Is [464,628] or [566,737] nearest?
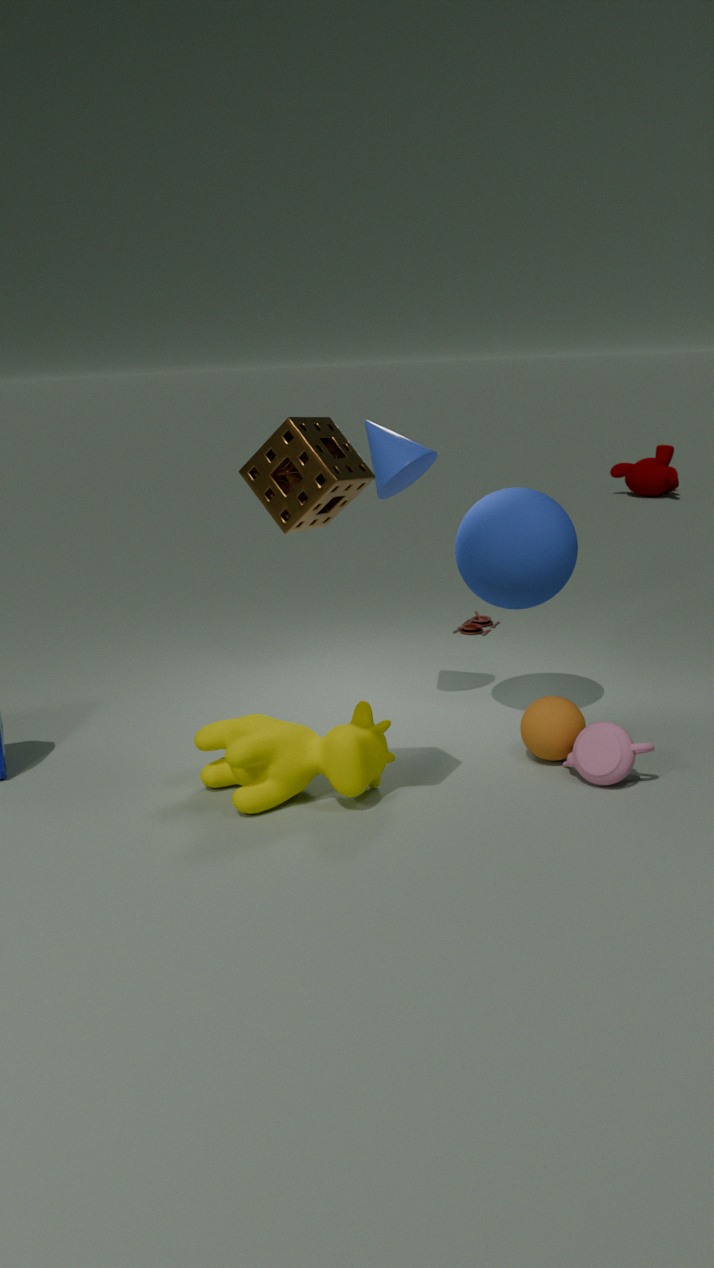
[566,737]
